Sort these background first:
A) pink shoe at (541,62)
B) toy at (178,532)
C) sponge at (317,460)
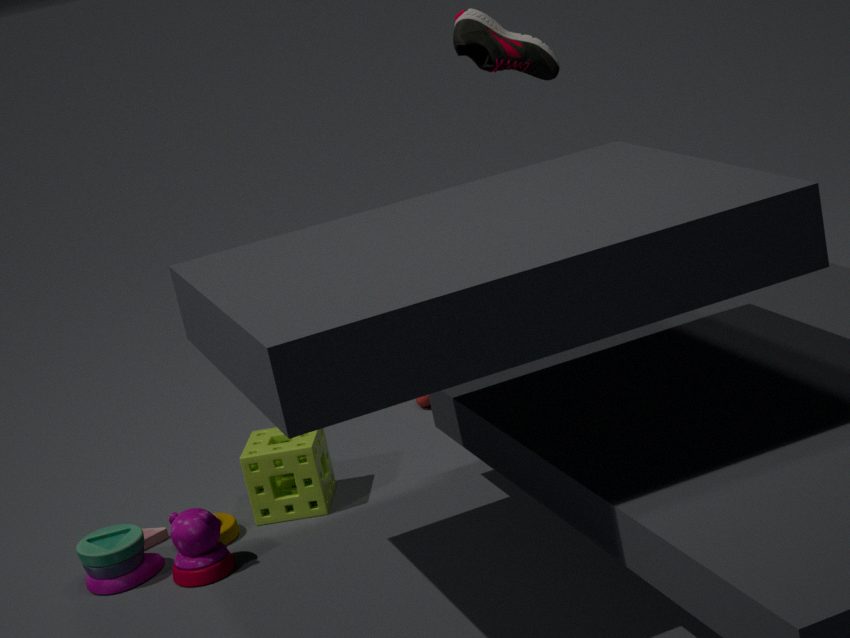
pink shoe at (541,62)
sponge at (317,460)
toy at (178,532)
